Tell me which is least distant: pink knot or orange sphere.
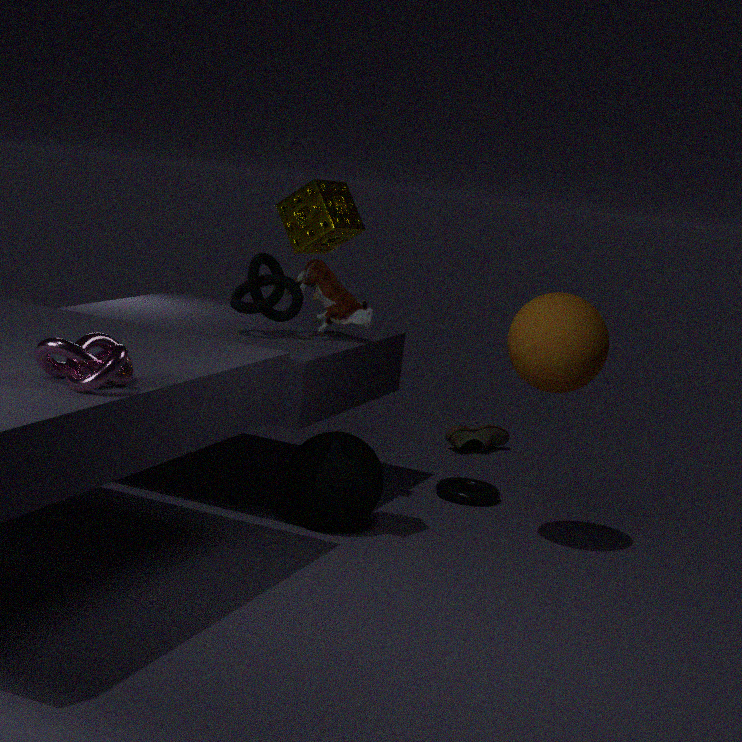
pink knot
